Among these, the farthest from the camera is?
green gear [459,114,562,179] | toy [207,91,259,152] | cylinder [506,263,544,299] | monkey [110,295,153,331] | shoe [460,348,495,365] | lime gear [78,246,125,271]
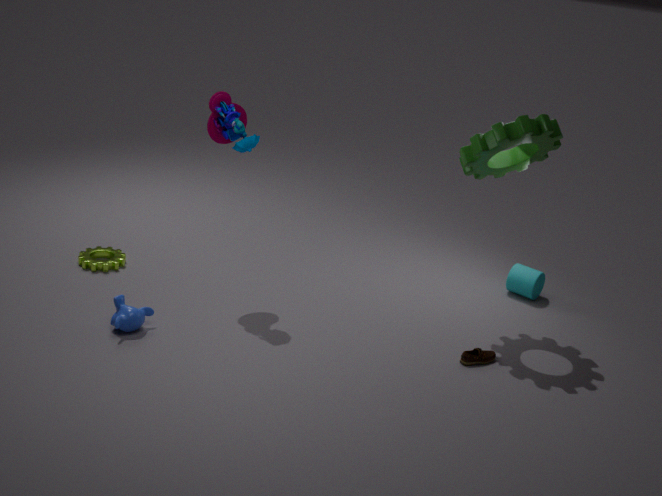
cylinder [506,263,544,299]
